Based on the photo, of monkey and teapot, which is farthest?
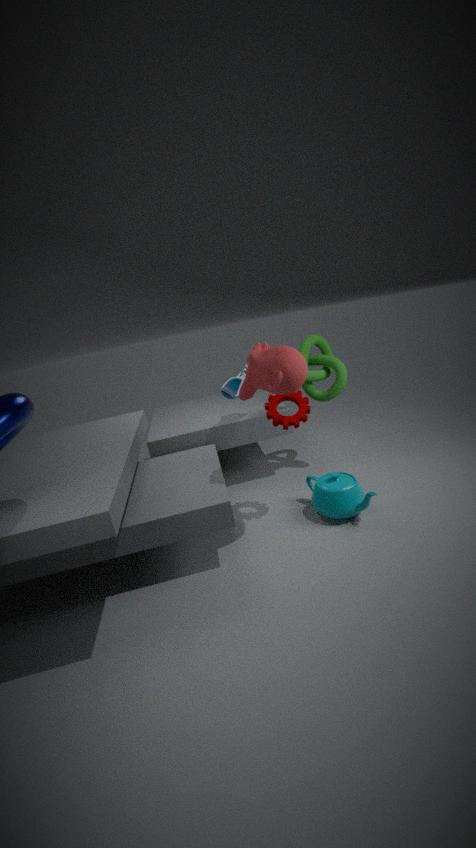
teapot
